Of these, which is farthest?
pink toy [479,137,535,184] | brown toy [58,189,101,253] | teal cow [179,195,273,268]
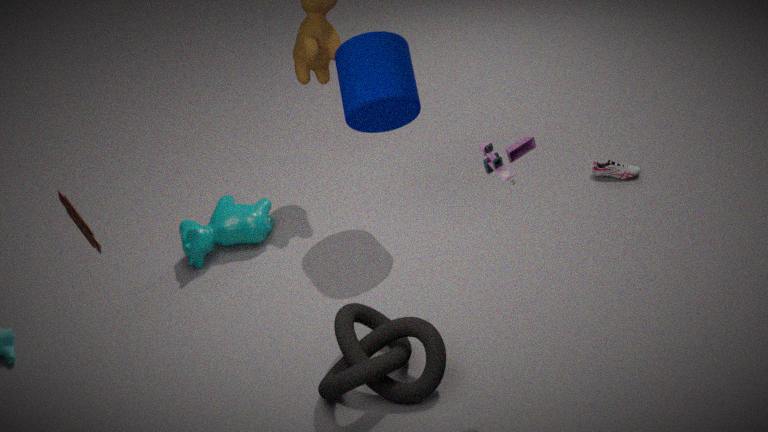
teal cow [179,195,273,268]
